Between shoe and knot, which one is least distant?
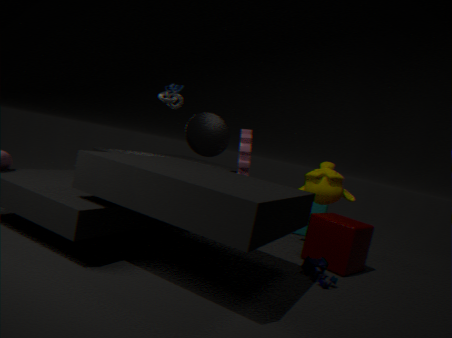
shoe
